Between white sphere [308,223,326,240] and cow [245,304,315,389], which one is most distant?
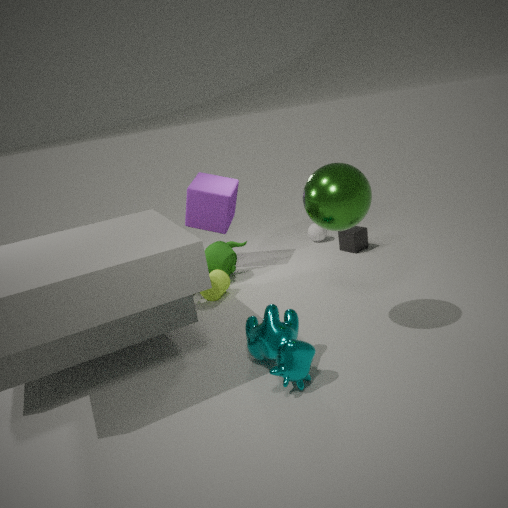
white sphere [308,223,326,240]
